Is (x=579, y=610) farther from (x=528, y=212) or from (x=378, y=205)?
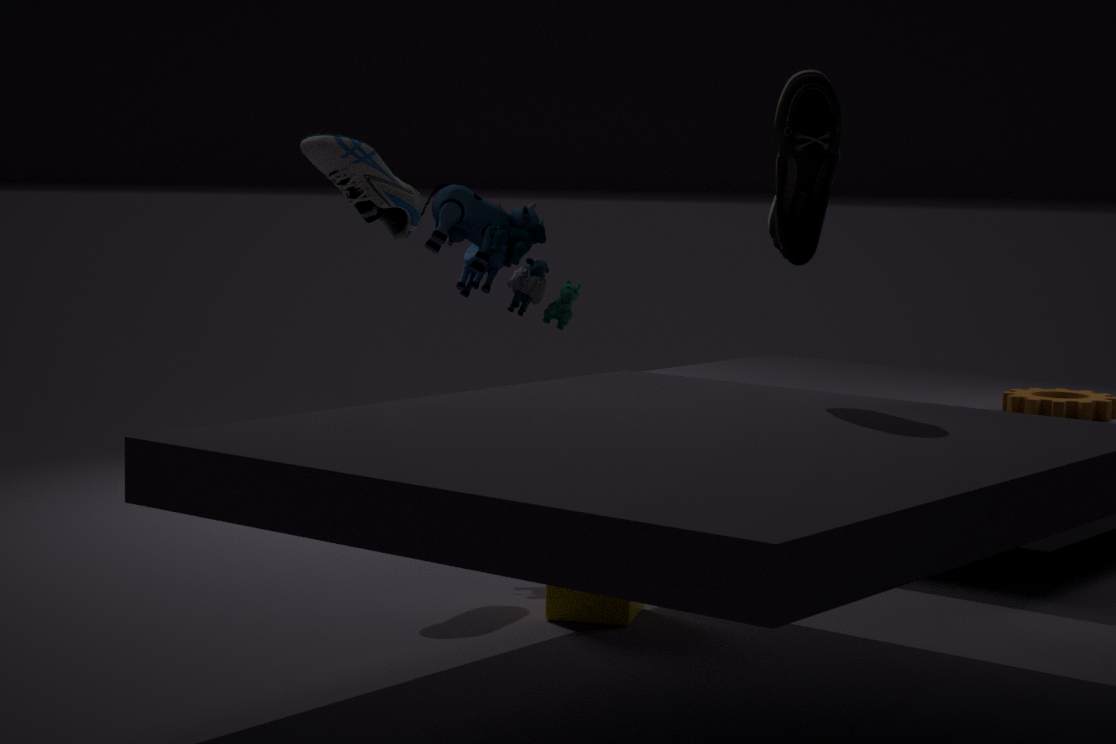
(x=378, y=205)
